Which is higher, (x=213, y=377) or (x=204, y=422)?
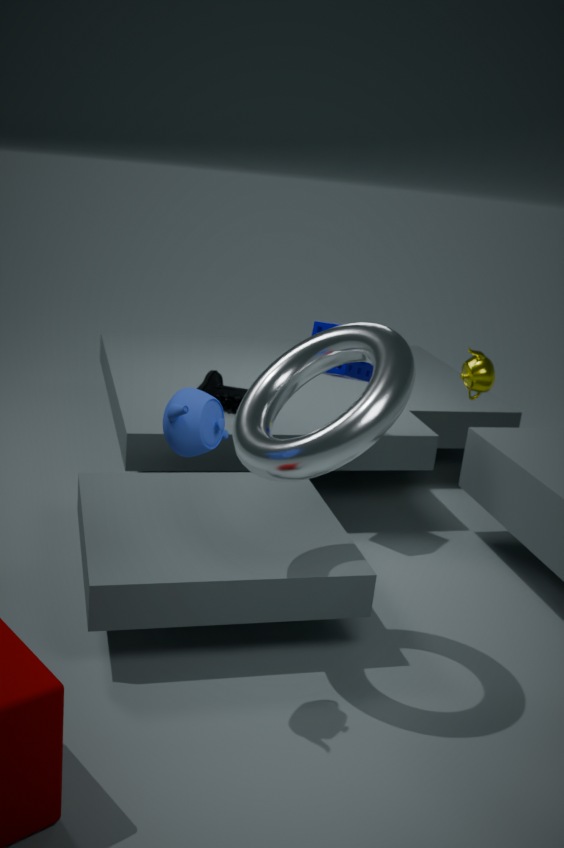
(x=204, y=422)
